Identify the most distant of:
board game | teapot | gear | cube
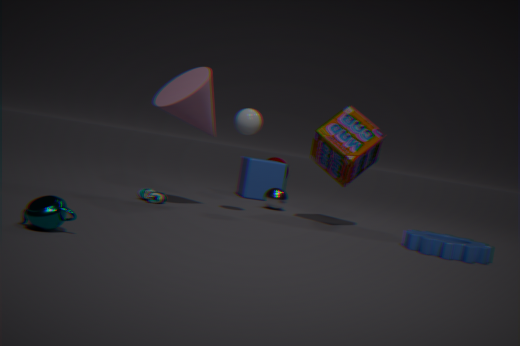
cube
